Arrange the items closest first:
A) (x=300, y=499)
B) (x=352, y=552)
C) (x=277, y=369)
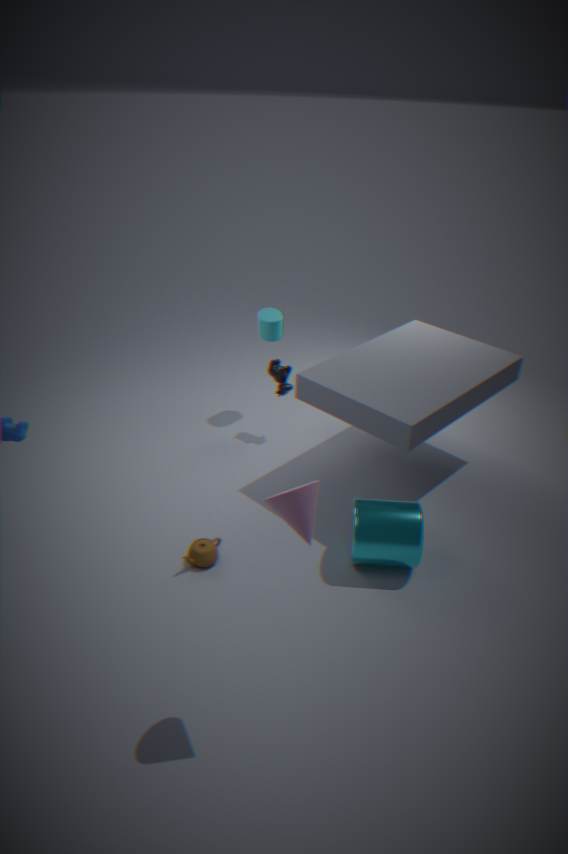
1. (x=300, y=499)
2. (x=352, y=552)
3. (x=277, y=369)
